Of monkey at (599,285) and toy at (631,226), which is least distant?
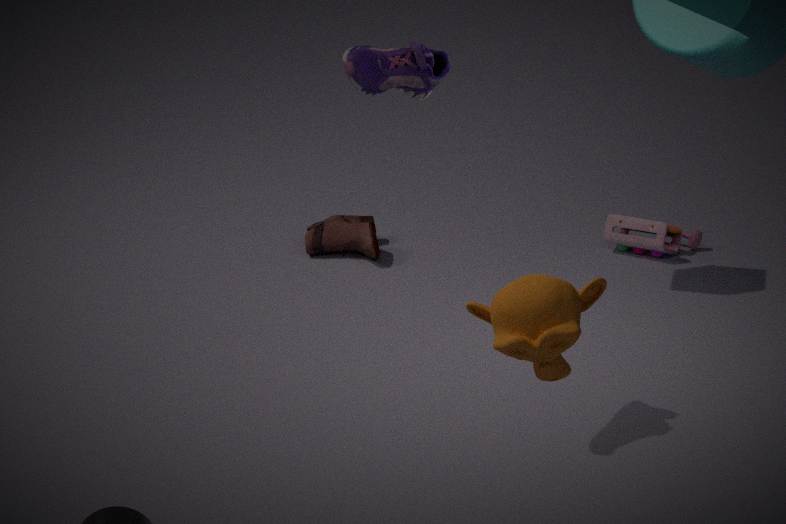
monkey at (599,285)
